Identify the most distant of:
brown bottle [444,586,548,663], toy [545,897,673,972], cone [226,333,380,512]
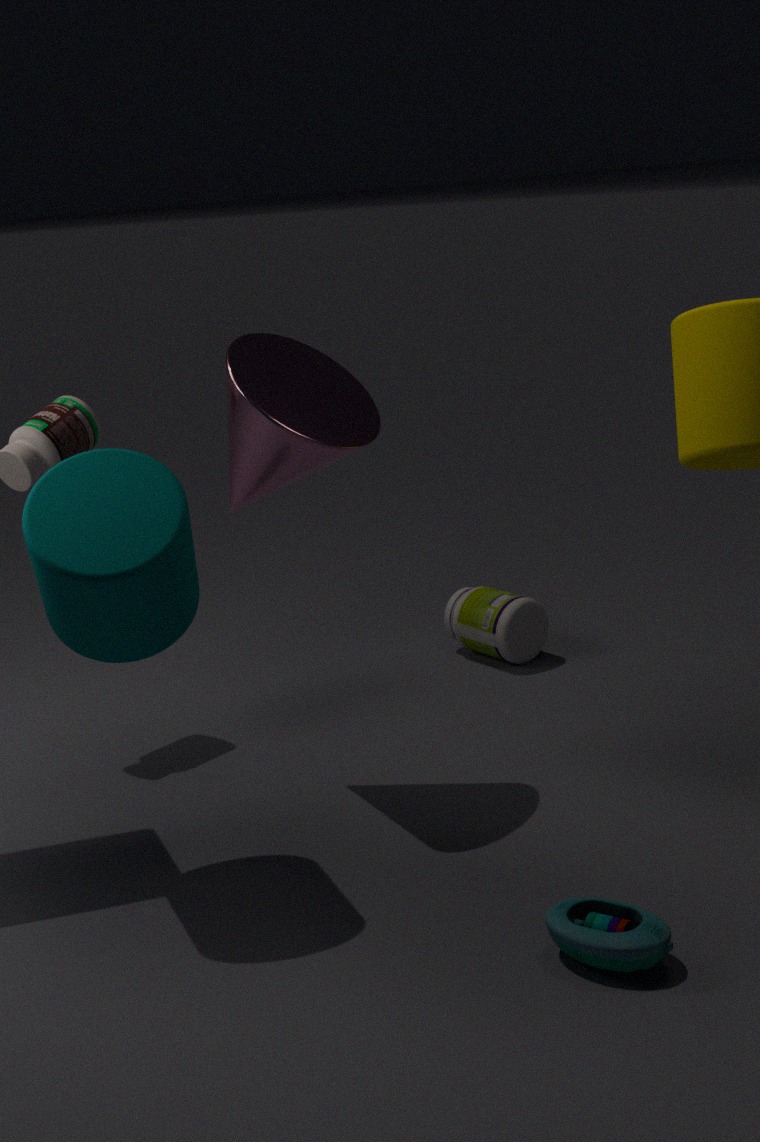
brown bottle [444,586,548,663]
